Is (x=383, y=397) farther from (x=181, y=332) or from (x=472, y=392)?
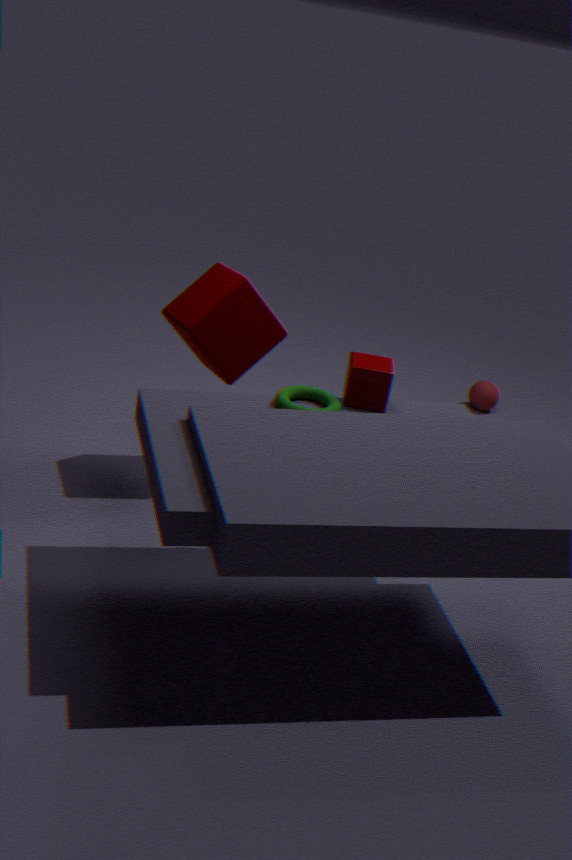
(x=472, y=392)
